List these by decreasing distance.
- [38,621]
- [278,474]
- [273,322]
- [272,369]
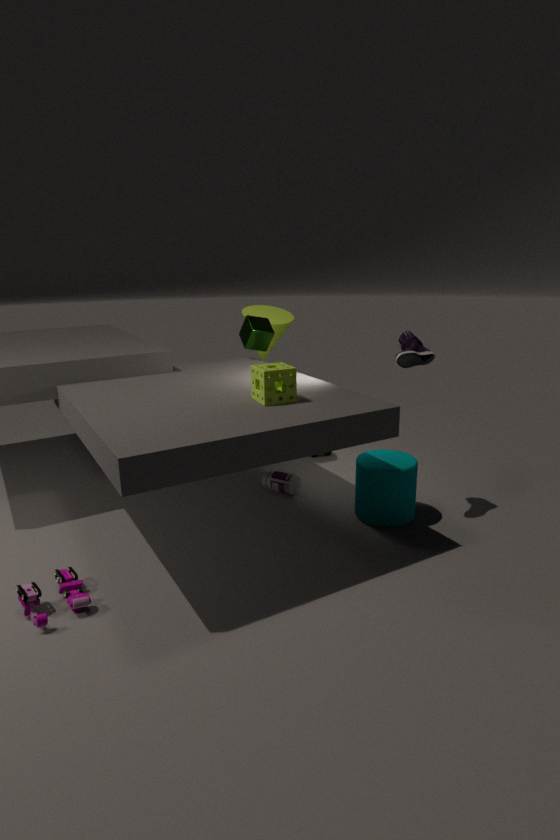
[273,322], [278,474], [272,369], [38,621]
